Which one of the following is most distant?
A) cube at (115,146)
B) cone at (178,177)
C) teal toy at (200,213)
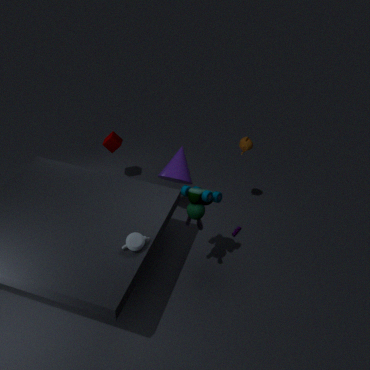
cube at (115,146)
